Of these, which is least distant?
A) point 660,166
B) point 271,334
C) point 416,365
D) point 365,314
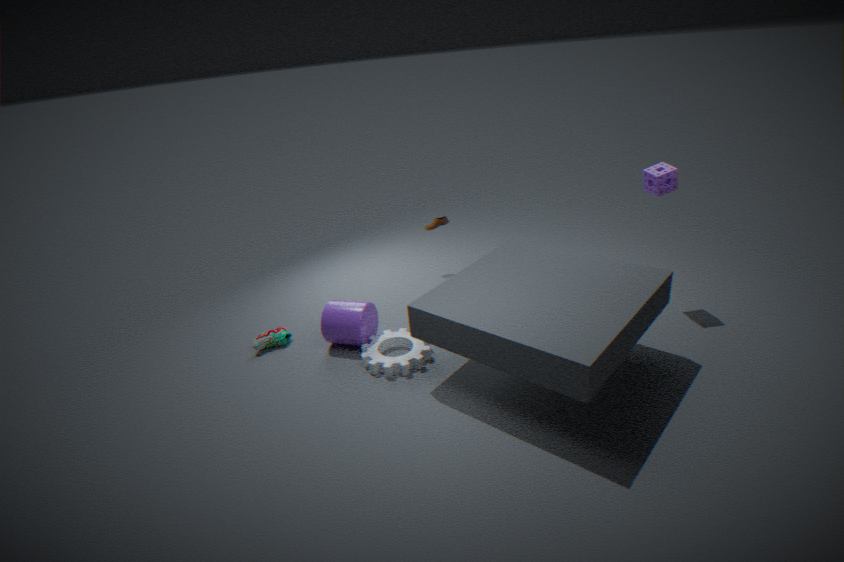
point 416,365
